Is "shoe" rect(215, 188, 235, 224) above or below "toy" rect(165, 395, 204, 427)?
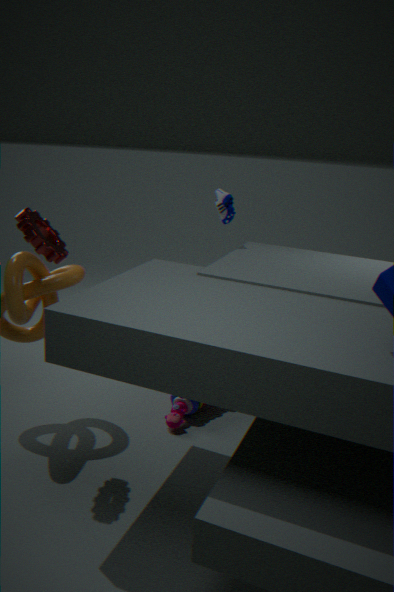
above
